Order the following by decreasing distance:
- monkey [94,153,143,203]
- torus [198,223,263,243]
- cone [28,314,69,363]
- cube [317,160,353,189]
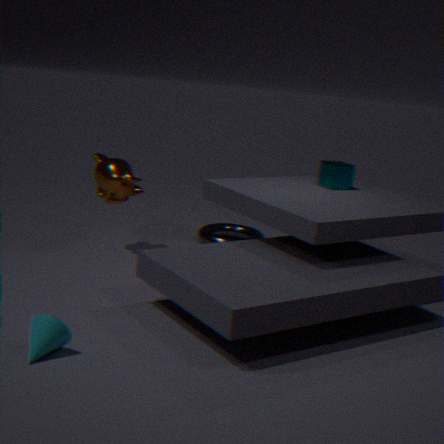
torus [198,223,263,243] < cube [317,160,353,189] < monkey [94,153,143,203] < cone [28,314,69,363]
